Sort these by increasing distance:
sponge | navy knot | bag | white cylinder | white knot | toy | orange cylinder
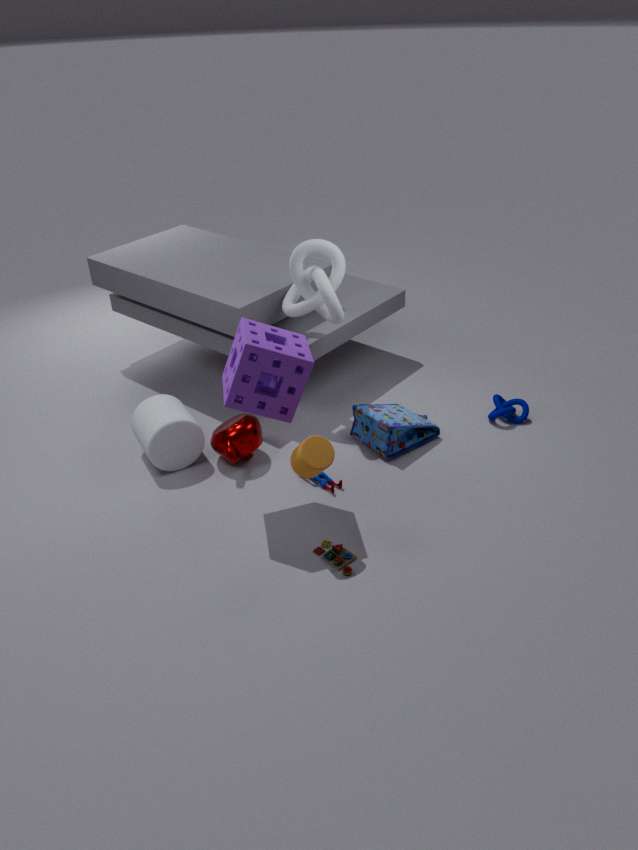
orange cylinder → sponge → toy → white cylinder → white knot → bag → navy knot
